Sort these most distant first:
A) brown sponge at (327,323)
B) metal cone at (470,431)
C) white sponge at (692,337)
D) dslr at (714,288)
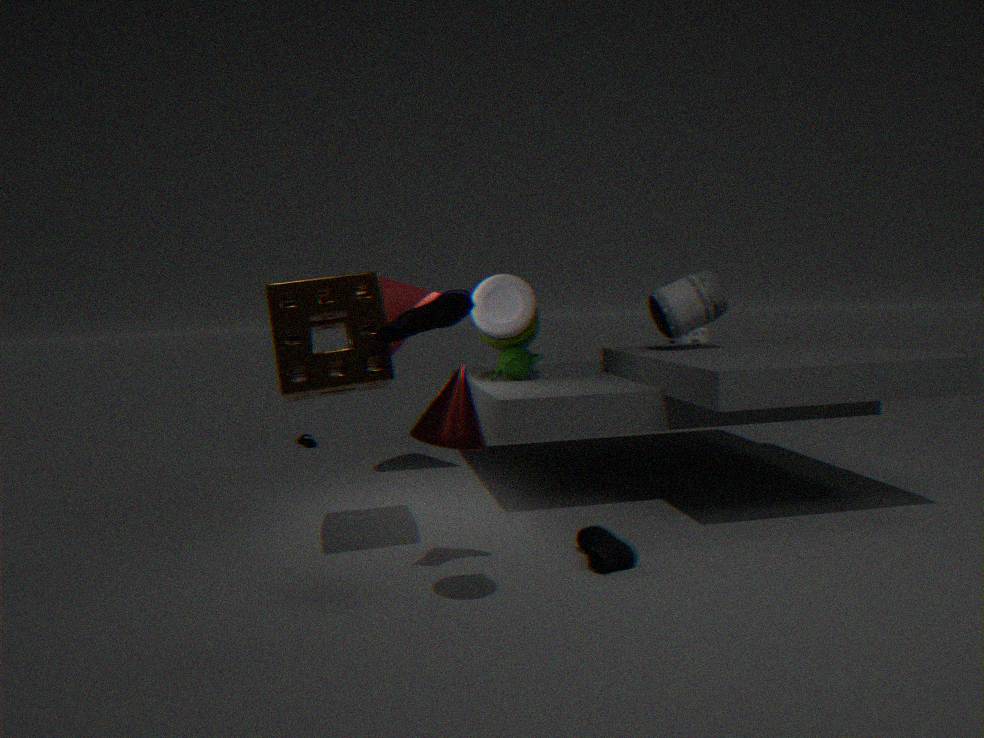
white sponge at (692,337)
dslr at (714,288)
brown sponge at (327,323)
metal cone at (470,431)
